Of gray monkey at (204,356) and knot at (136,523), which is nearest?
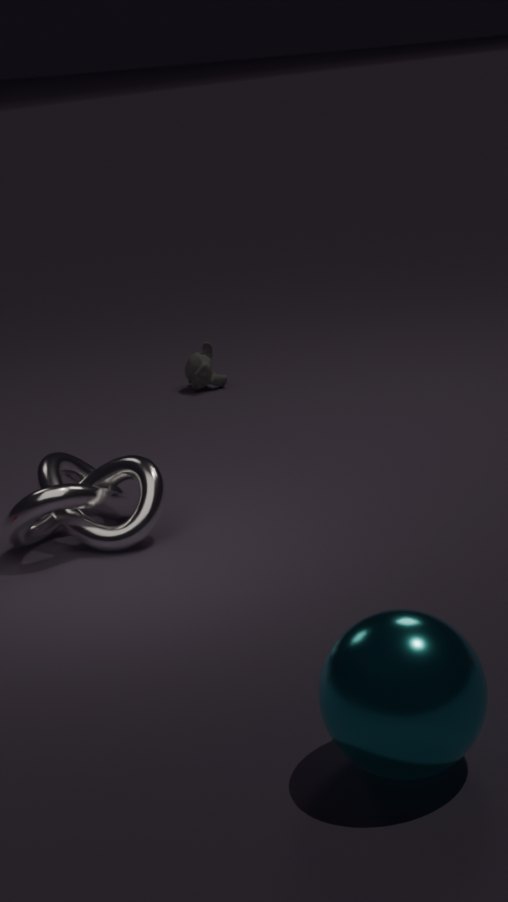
knot at (136,523)
